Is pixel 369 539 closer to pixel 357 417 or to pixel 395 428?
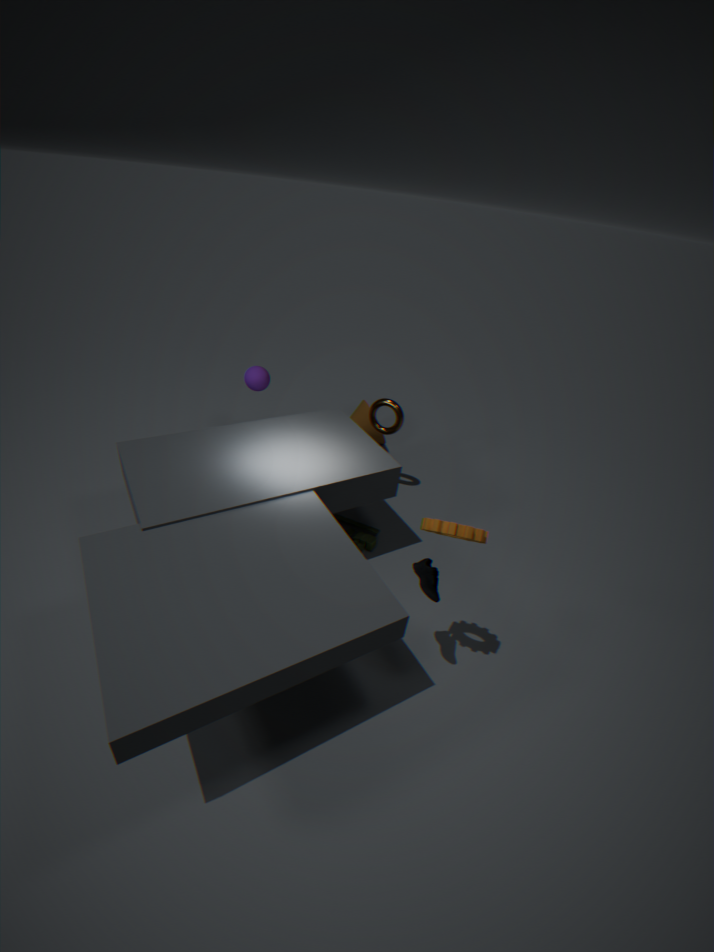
pixel 395 428
